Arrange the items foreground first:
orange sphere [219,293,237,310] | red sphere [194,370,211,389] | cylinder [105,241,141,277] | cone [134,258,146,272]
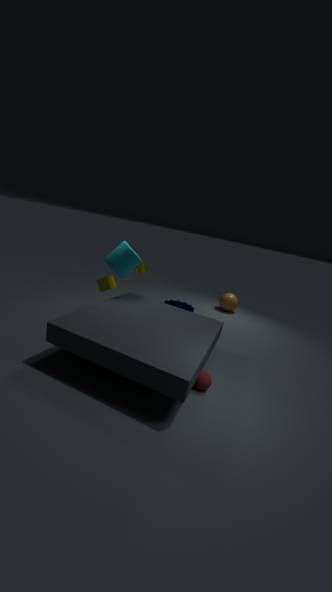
red sphere [194,370,211,389], cylinder [105,241,141,277], cone [134,258,146,272], orange sphere [219,293,237,310]
